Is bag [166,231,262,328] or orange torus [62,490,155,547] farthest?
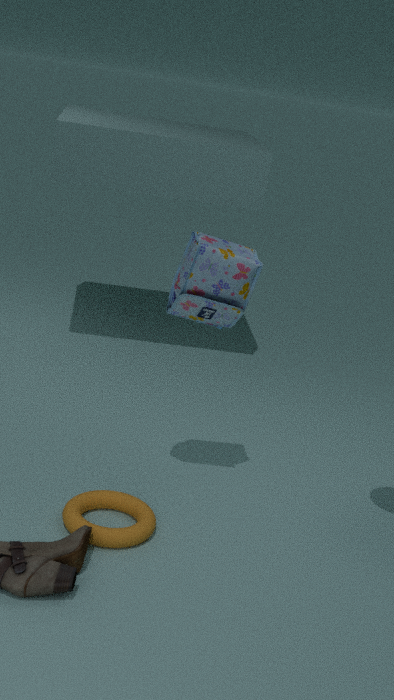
bag [166,231,262,328]
